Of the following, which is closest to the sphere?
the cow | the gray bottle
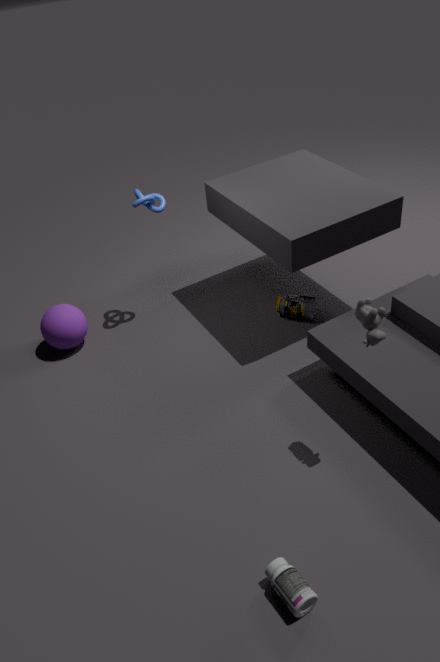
the cow
